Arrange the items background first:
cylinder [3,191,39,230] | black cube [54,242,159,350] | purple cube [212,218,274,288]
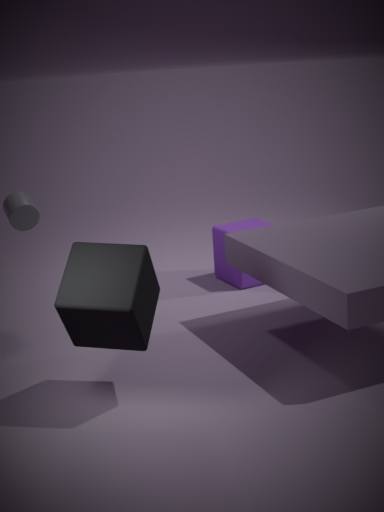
purple cube [212,218,274,288] → cylinder [3,191,39,230] → black cube [54,242,159,350]
